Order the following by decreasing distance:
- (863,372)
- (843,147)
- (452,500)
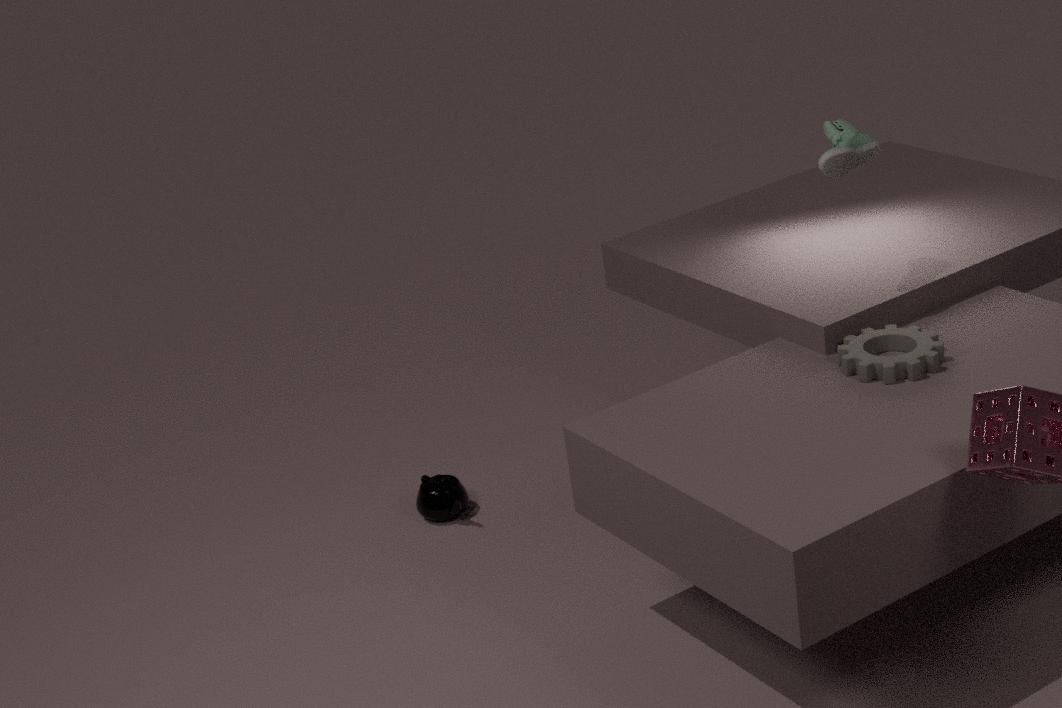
(452,500) → (843,147) → (863,372)
